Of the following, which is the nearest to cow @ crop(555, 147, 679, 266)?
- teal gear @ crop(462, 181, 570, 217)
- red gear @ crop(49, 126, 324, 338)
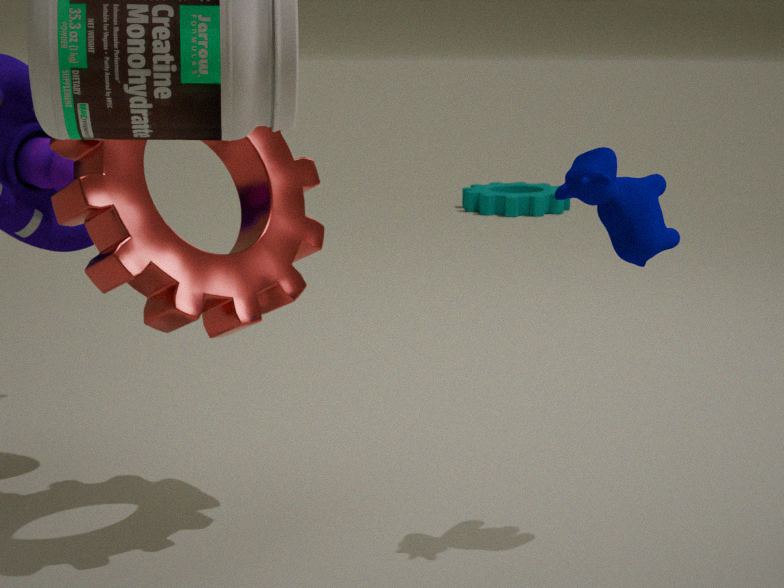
red gear @ crop(49, 126, 324, 338)
